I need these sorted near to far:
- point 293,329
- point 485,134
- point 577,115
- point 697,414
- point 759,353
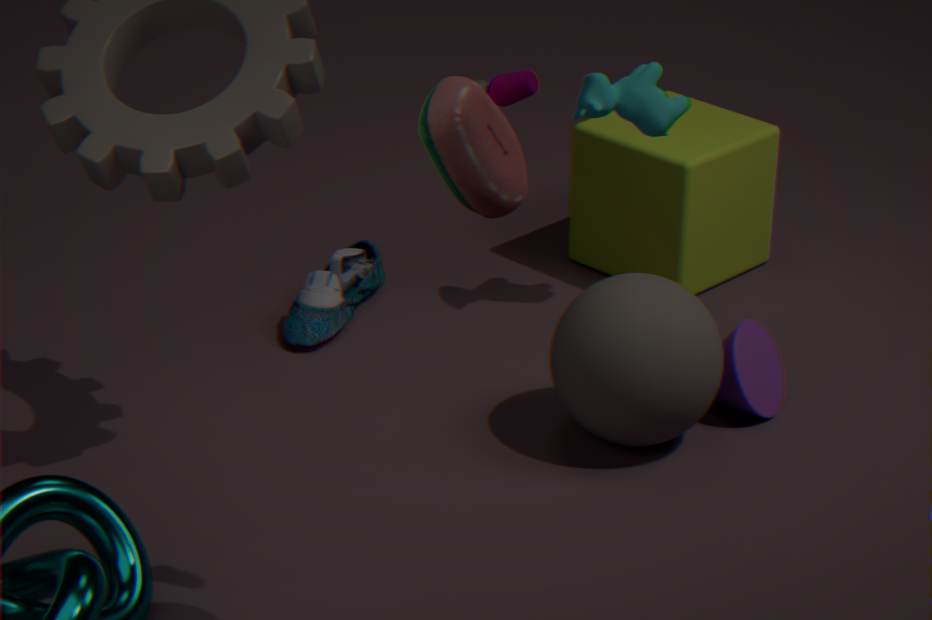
point 485,134 → point 697,414 → point 759,353 → point 577,115 → point 293,329
